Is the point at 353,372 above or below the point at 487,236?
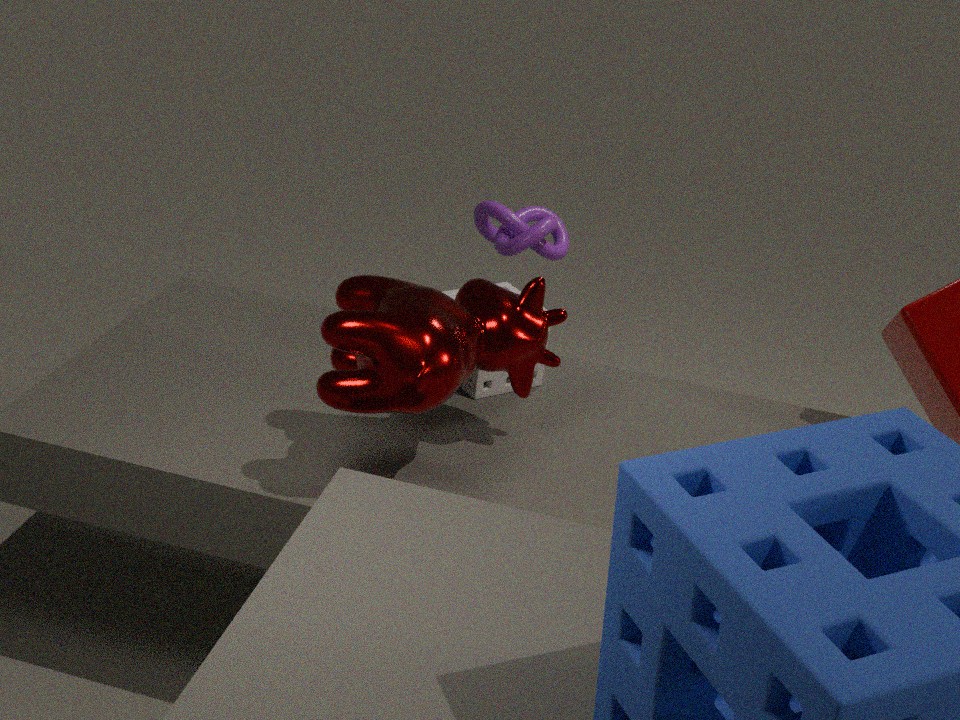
above
